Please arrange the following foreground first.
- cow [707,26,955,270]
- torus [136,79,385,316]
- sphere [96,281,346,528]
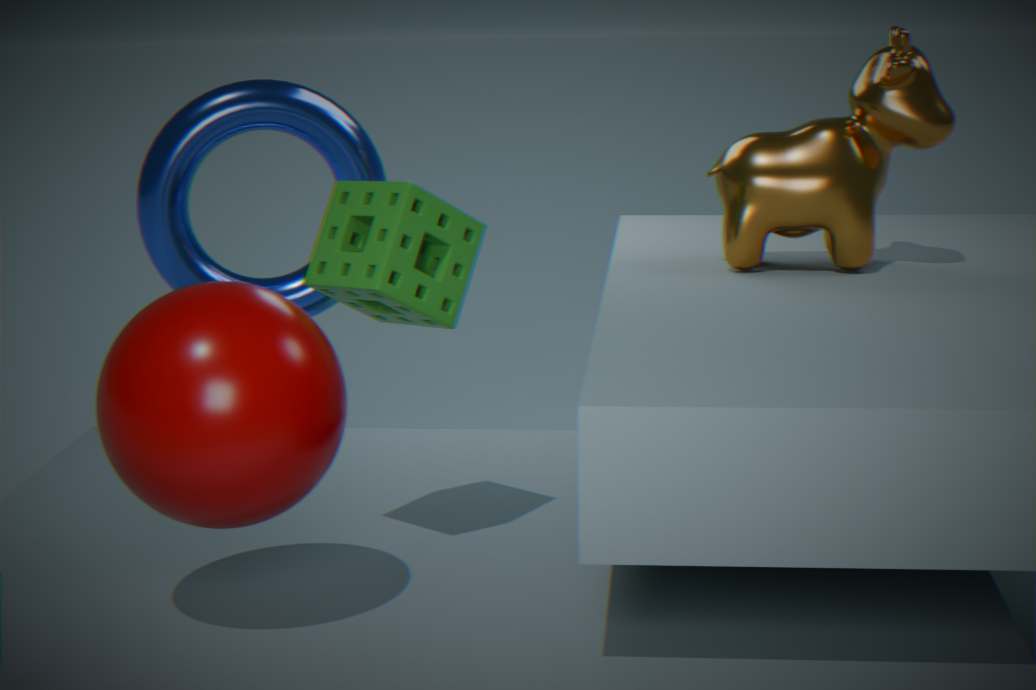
sphere [96,281,346,528] < cow [707,26,955,270] < torus [136,79,385,316]
